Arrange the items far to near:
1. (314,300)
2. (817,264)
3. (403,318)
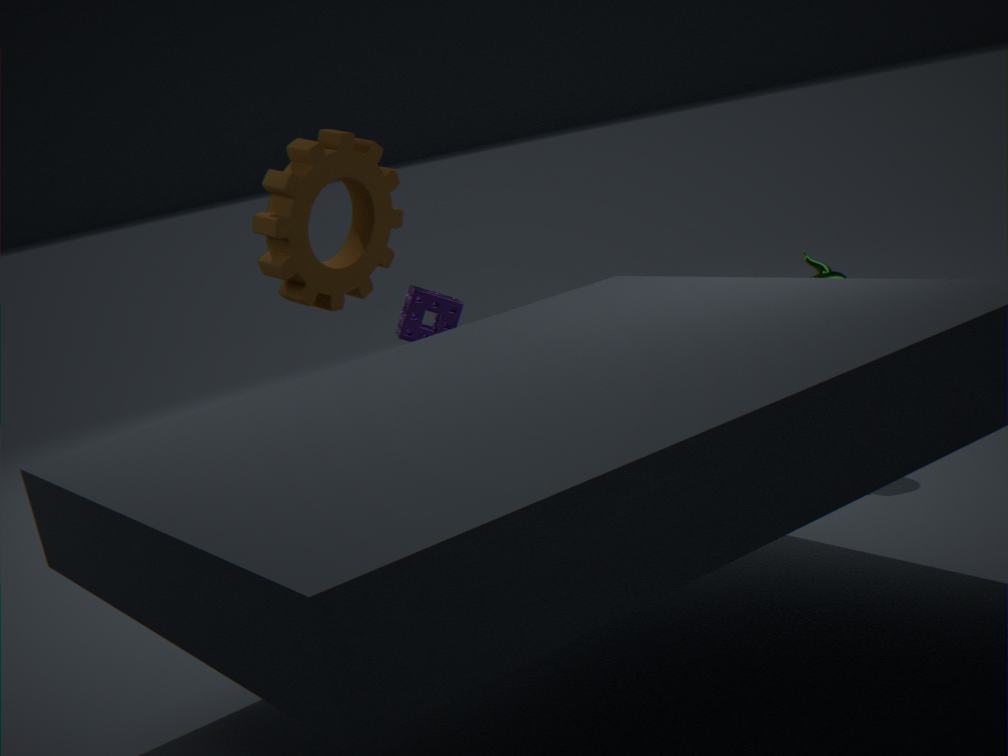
(403,318)
(314,300)
(817,264)
